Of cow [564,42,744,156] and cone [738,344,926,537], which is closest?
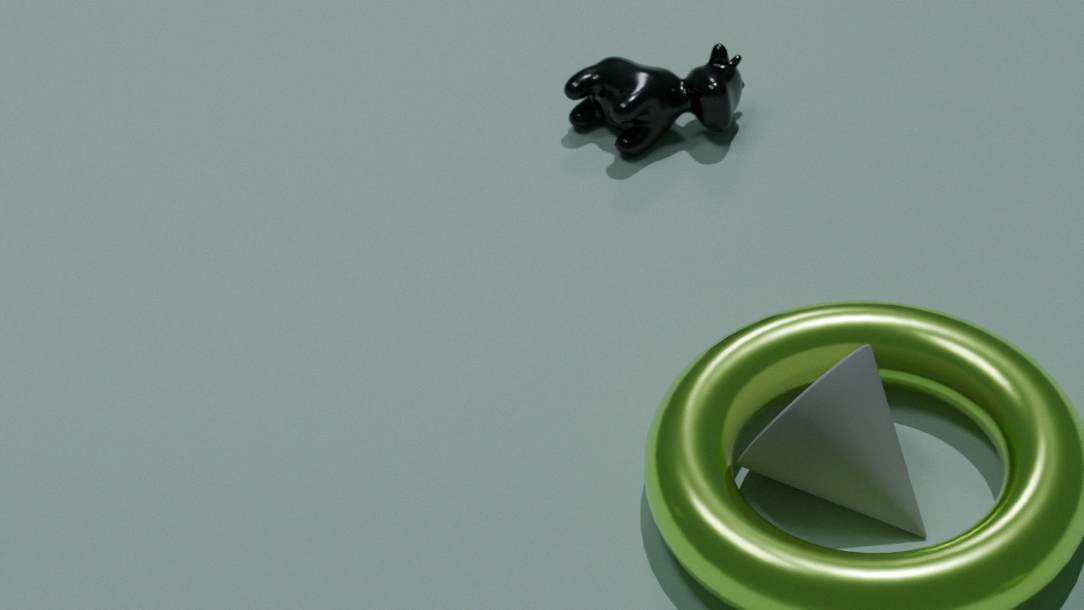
cone [738,344,926,537]
